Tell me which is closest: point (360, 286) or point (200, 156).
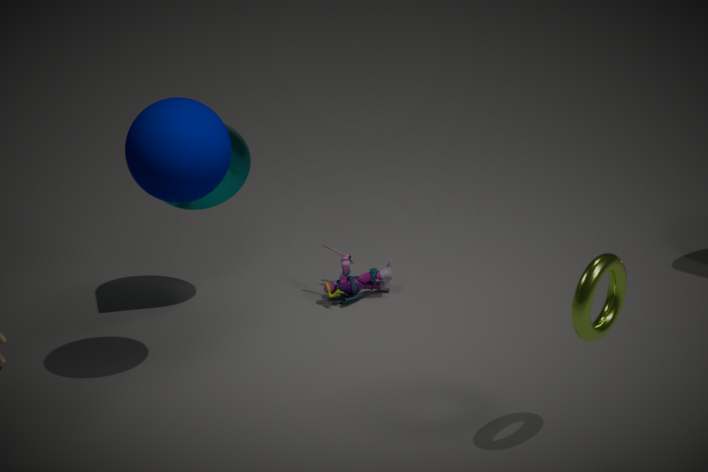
point (200, 156)
